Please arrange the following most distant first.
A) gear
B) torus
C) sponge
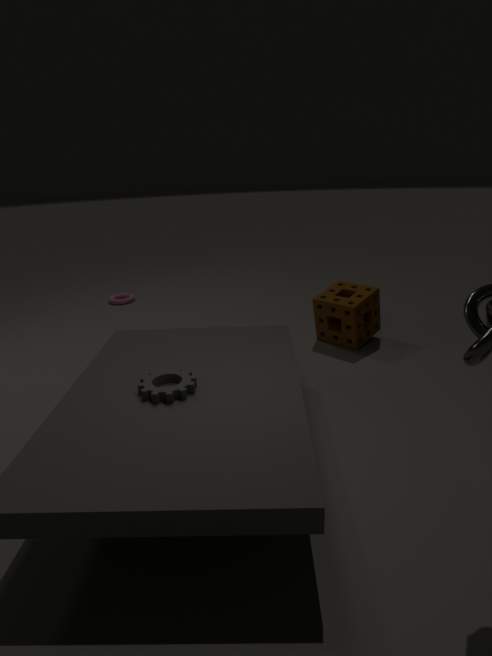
torus < sponge < gear
